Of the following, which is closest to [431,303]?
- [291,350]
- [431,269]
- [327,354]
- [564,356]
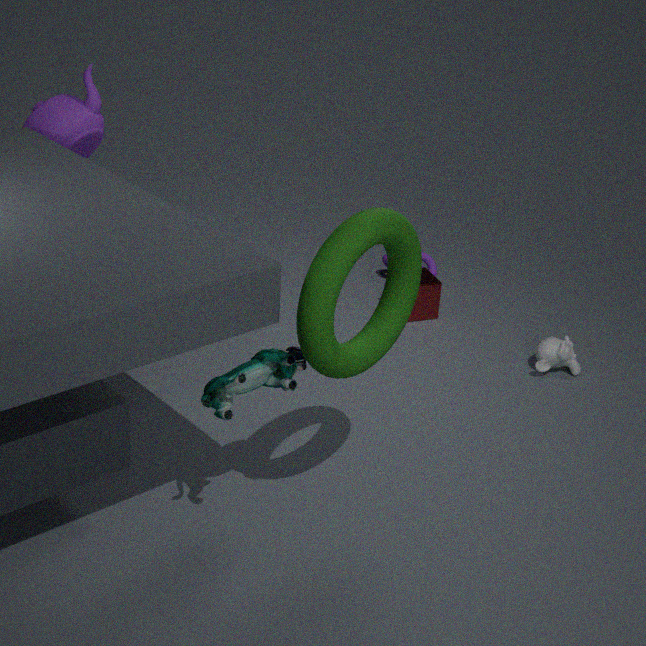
[431,269]
